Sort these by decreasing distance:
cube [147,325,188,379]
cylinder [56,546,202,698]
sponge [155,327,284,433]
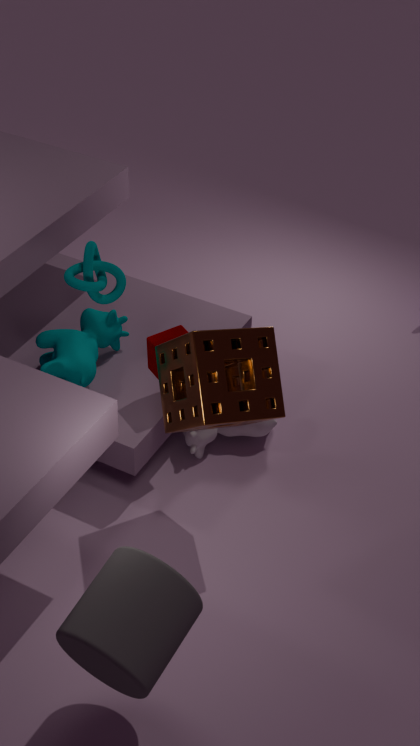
cube [147,325,188,379] < sponge [155,327,284,433] < cylinder [56,546,202,698]
